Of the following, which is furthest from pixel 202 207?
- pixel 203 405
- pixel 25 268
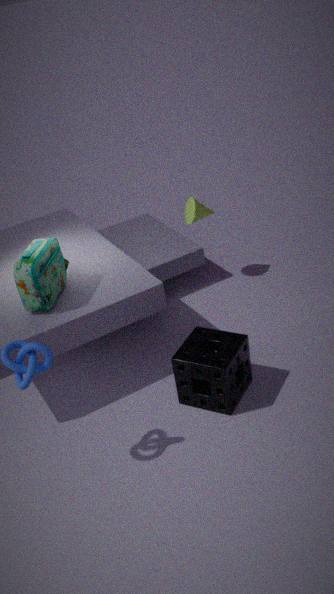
pixel 203 405
